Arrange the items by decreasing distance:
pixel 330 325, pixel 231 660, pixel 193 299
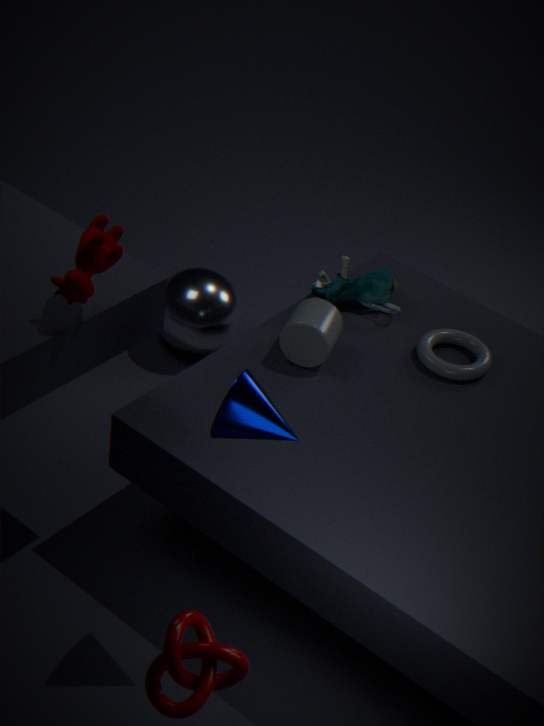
1. pixel 193 299
2. pixel 330 325
3. pixel 231 660
